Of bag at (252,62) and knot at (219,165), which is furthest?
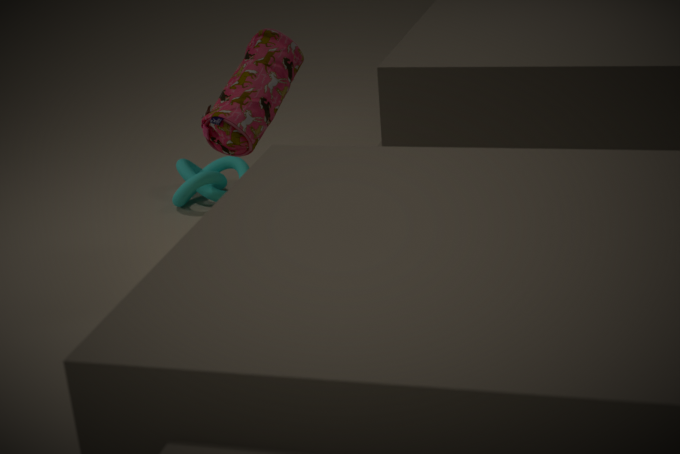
knot at (219,165)
